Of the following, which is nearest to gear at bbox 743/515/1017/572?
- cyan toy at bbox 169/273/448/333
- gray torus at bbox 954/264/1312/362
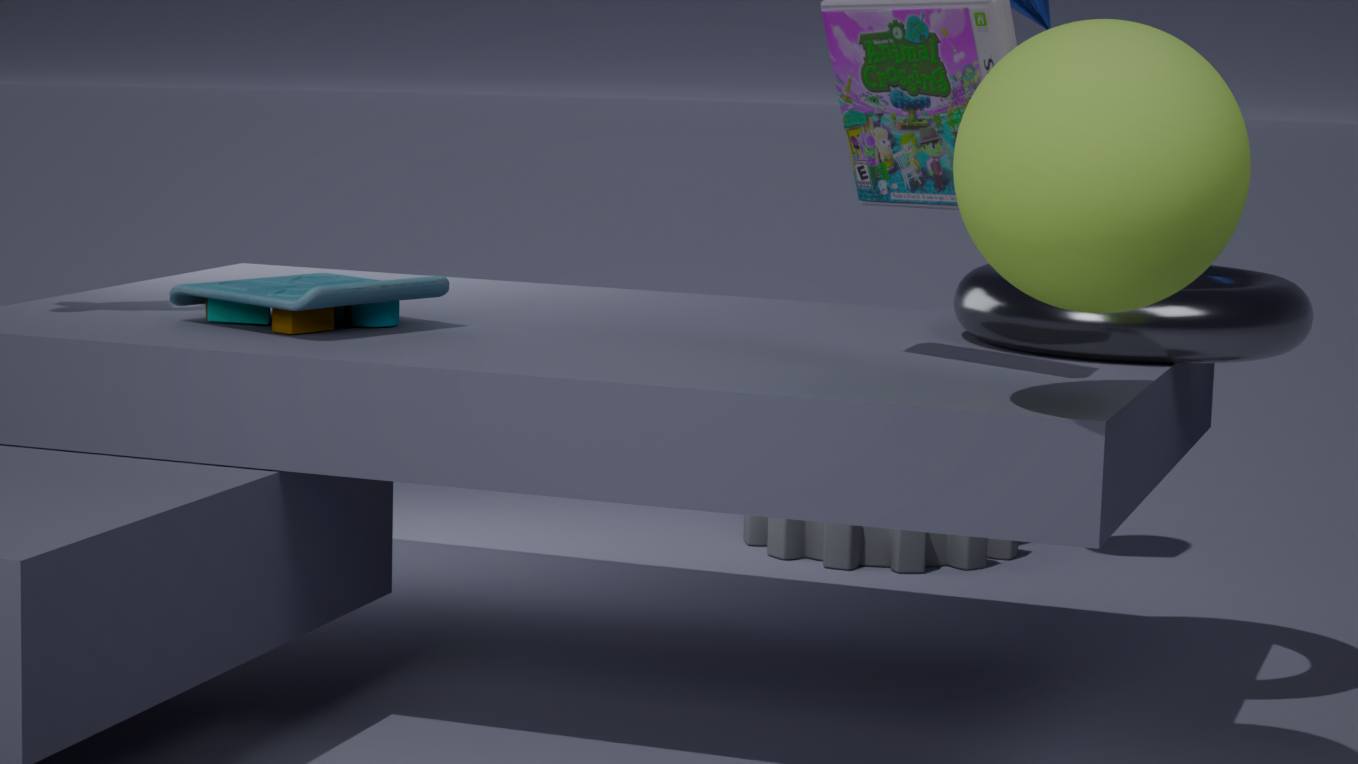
gray torus at bbox 954/264/1312/362
